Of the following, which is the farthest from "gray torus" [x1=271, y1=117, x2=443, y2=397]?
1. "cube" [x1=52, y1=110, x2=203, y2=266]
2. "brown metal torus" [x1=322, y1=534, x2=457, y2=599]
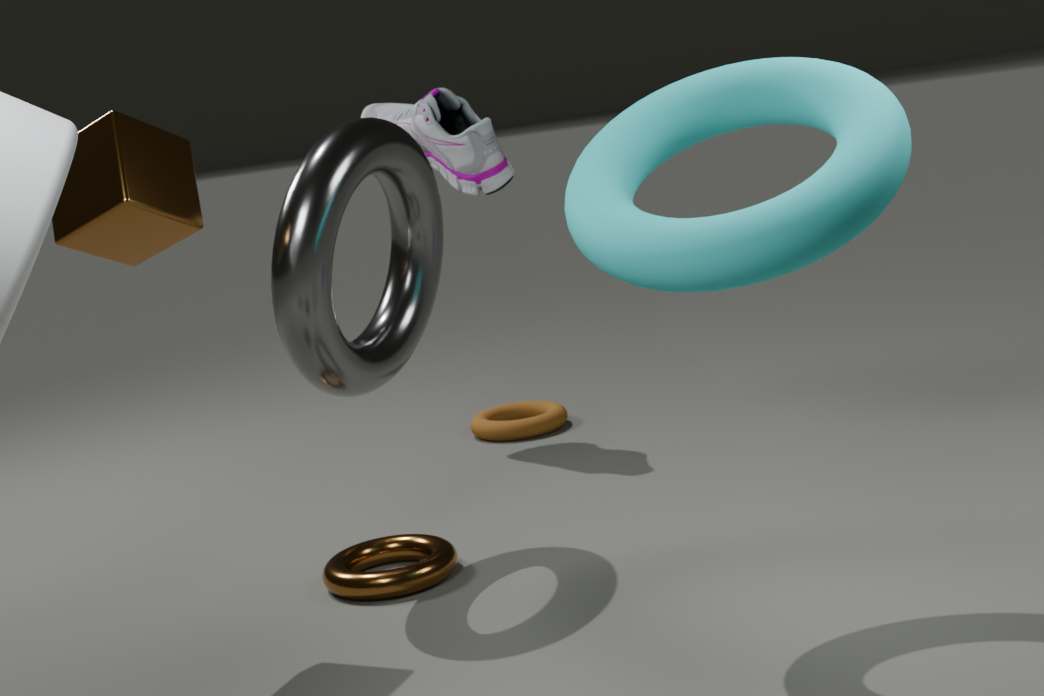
"brown metal torus" [x1=322, y1=534, x2=457, y2=599]
